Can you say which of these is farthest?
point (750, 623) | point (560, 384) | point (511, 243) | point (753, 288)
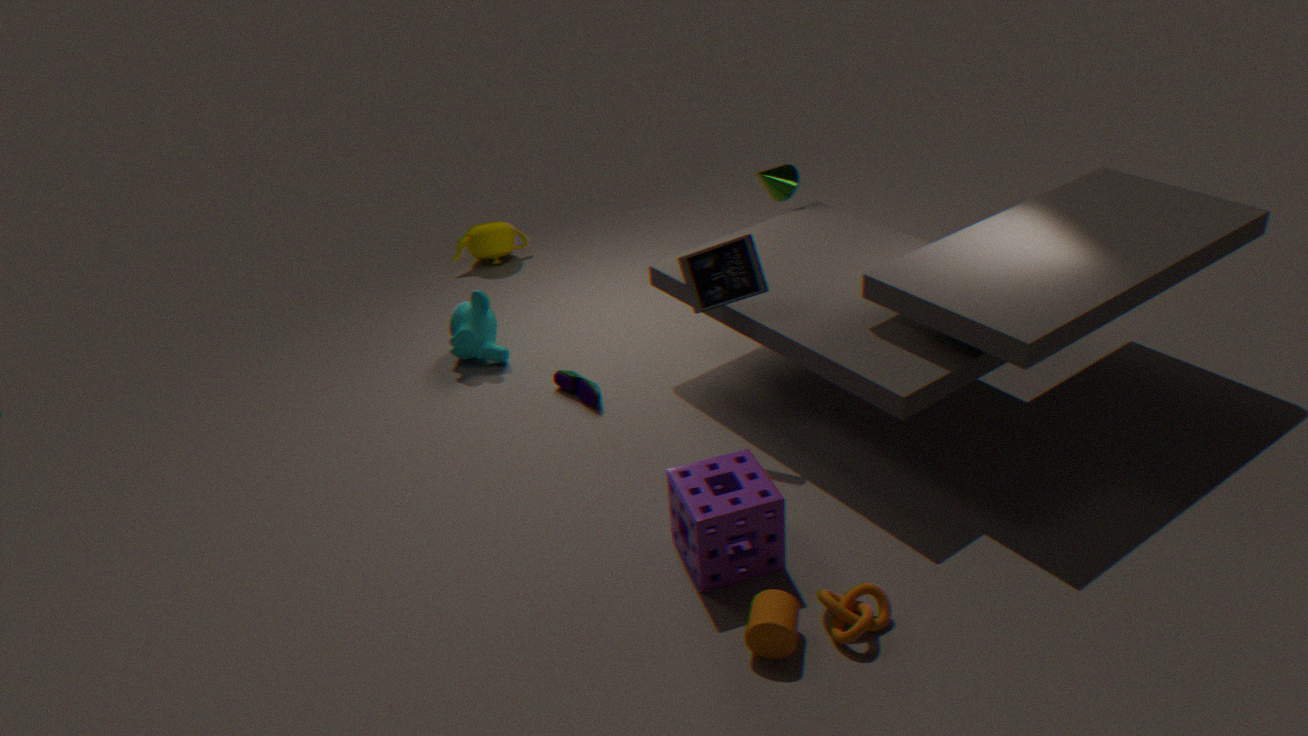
point (511, 243)
